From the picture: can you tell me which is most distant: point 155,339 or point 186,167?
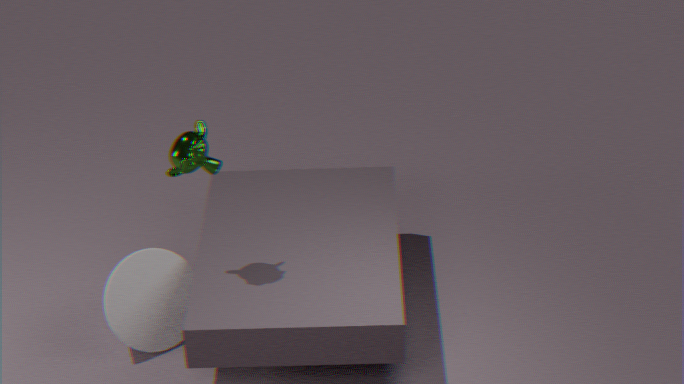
point 155,339
